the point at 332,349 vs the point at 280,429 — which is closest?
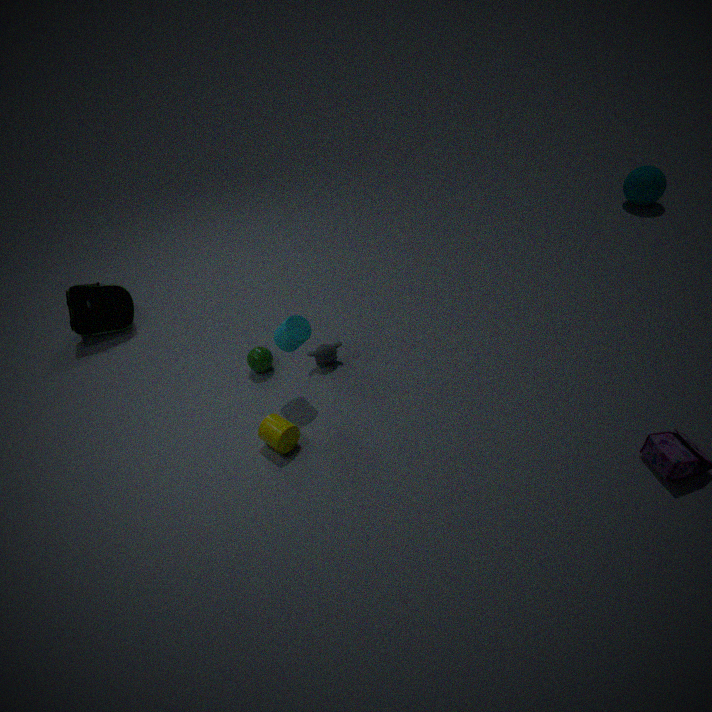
the point at 280,429
